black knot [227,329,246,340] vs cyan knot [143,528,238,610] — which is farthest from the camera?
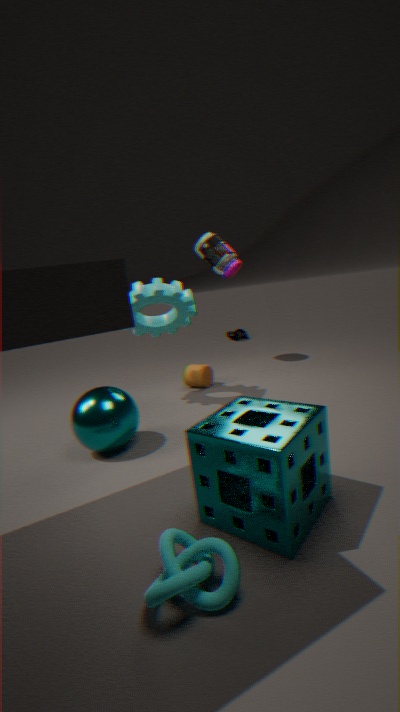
black knot [227,329,246,340]
